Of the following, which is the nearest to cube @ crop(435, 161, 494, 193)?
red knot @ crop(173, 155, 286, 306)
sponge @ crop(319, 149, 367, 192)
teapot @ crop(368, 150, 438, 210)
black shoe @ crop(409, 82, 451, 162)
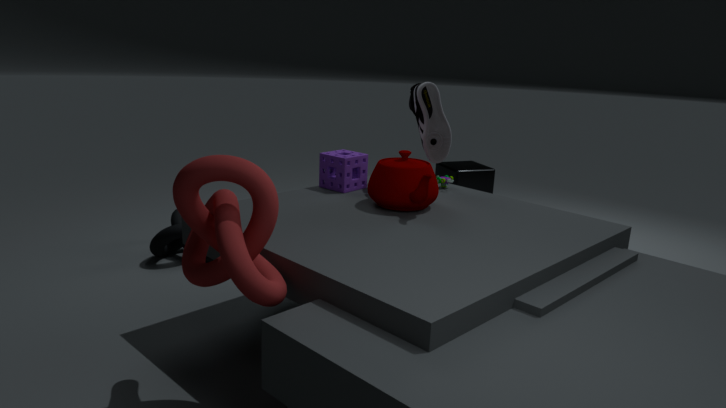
black shoe @ crop(409, 82, 451, 162)
